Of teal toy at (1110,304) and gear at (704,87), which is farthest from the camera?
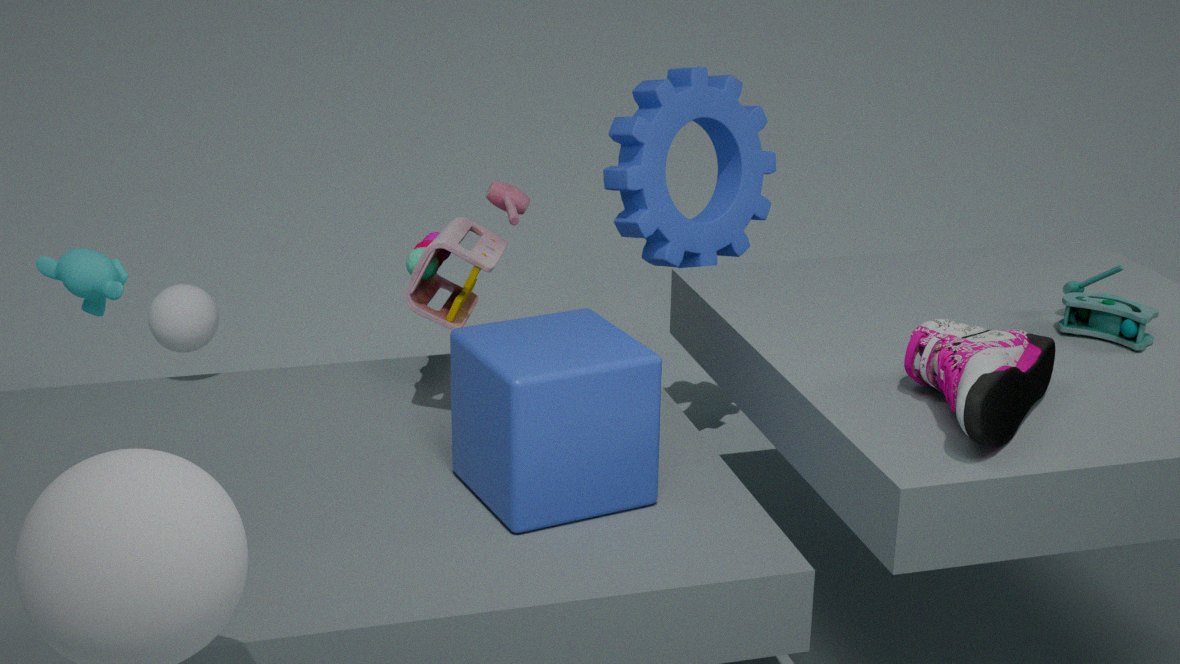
gear at (704,87)
